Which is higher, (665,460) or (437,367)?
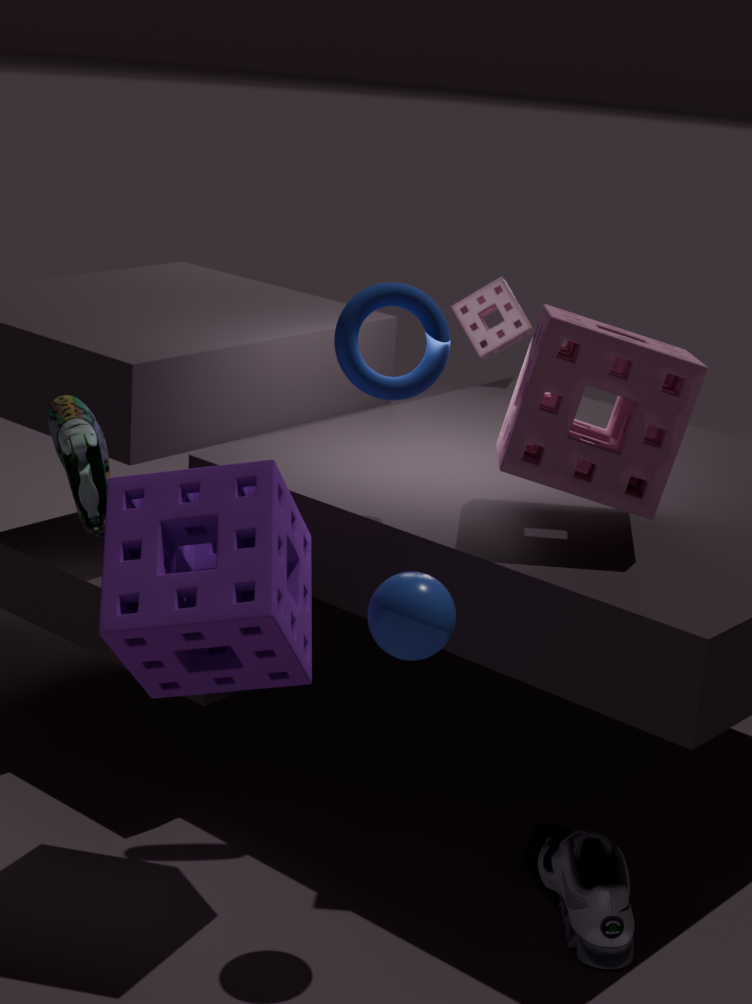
(437,367)
